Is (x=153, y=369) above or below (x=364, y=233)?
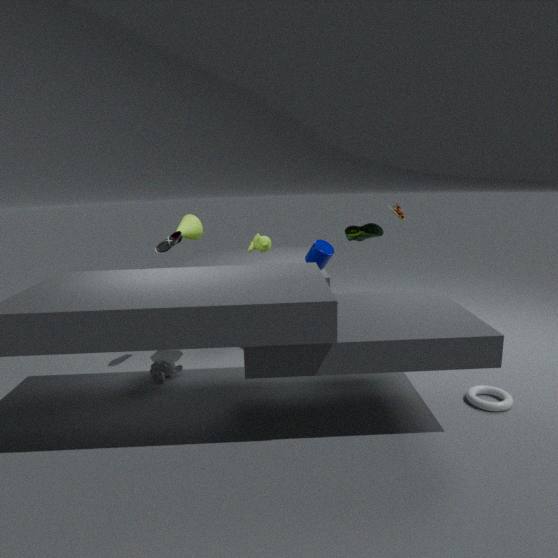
below
